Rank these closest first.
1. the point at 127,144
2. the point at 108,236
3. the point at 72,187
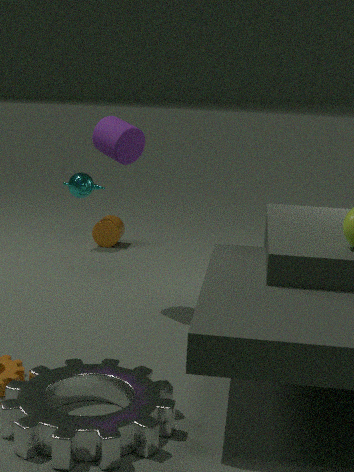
the point at 127,144 < the point at 72,187 < the point at 108,236
